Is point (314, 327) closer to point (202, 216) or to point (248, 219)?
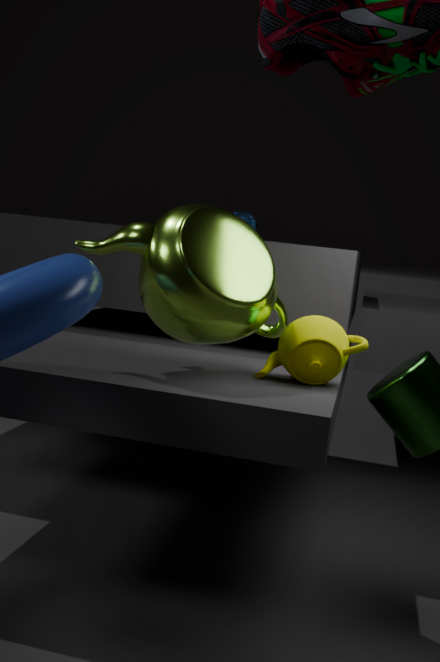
point (202, 216)
